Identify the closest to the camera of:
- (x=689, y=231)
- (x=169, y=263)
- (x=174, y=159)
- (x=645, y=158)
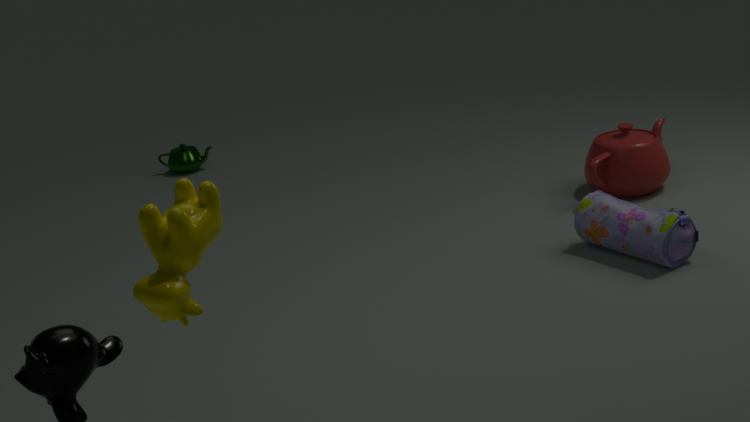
(x=169, y=263)
